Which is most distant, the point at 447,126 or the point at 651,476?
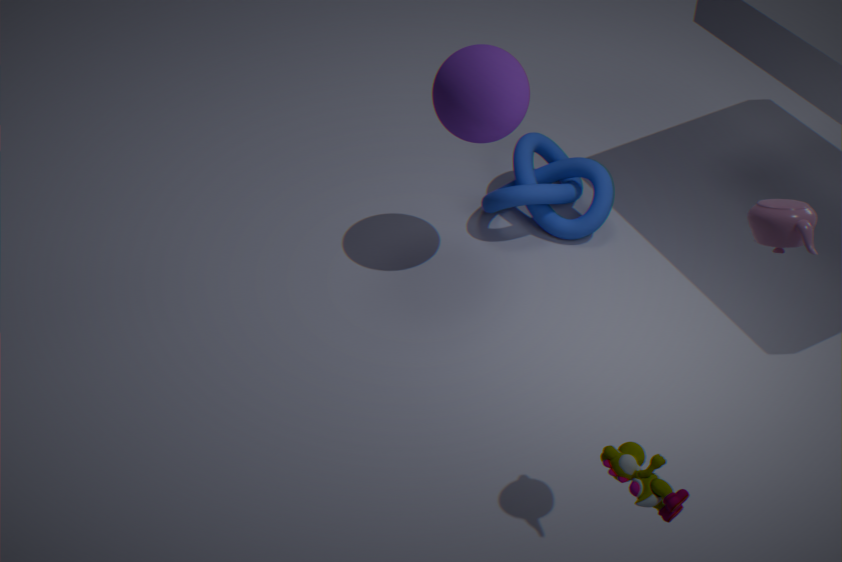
the point at 447,126
